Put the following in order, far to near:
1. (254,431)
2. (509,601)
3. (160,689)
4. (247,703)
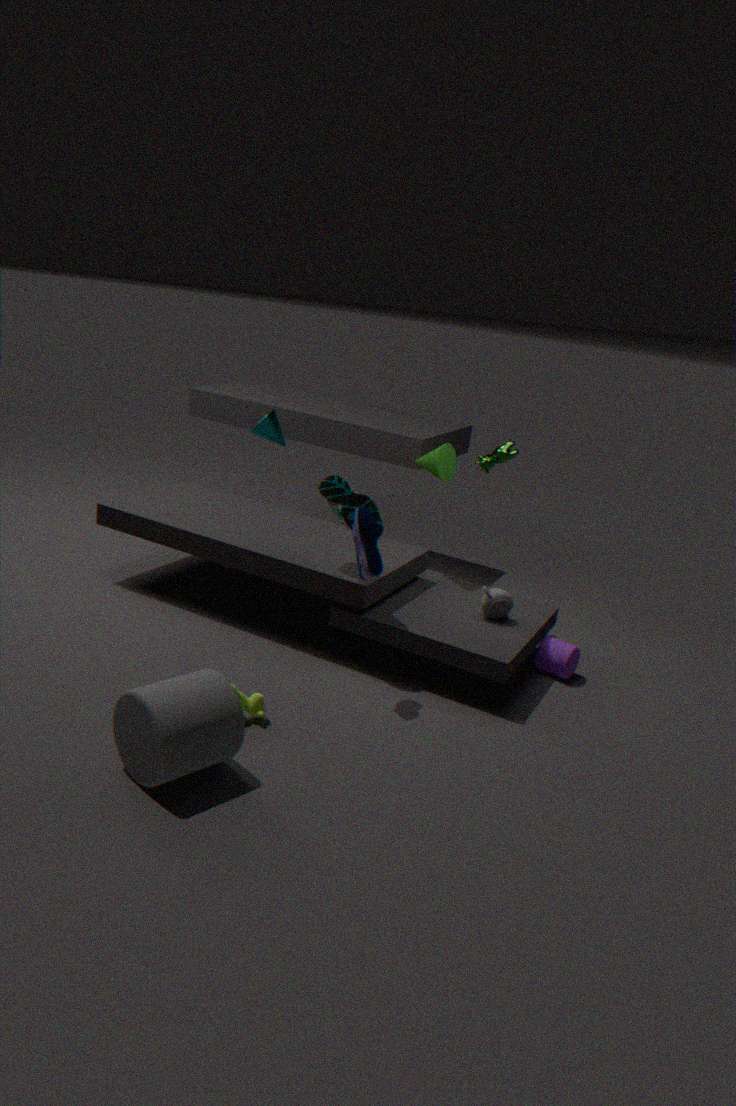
1. (254,431)
2. (509,601)
3. (247,703)
4. (160,689)
